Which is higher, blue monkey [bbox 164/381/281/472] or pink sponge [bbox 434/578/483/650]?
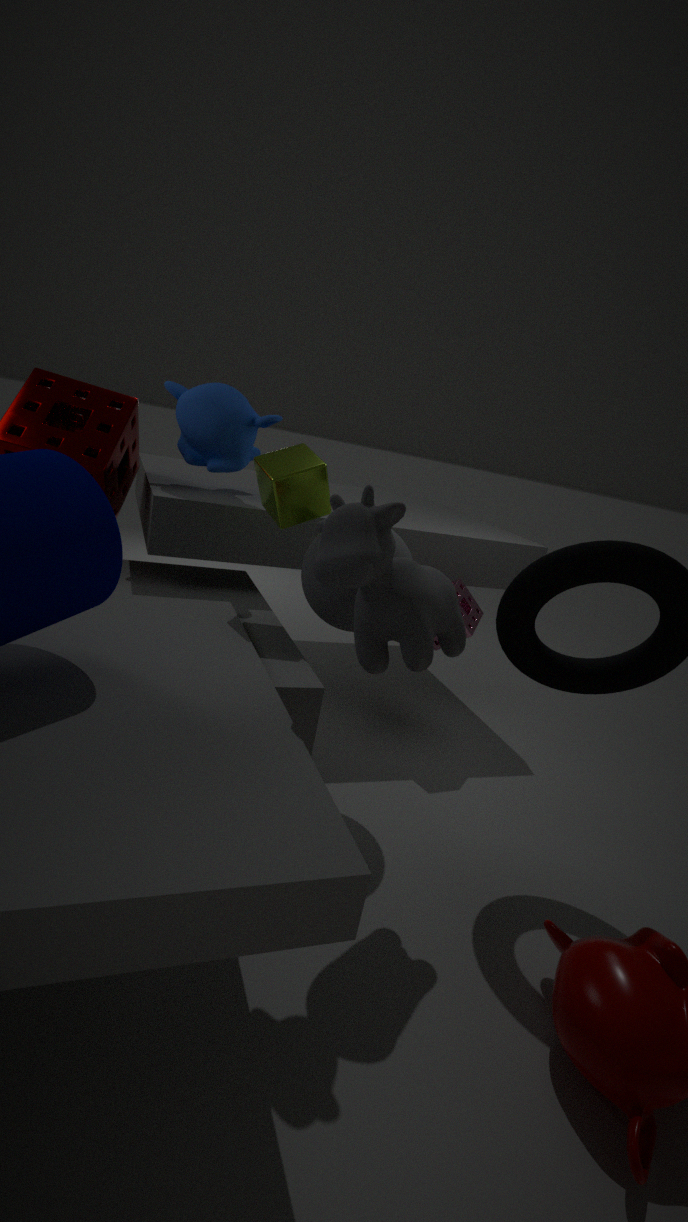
blue monkey [bbox 164/381/281/472]
